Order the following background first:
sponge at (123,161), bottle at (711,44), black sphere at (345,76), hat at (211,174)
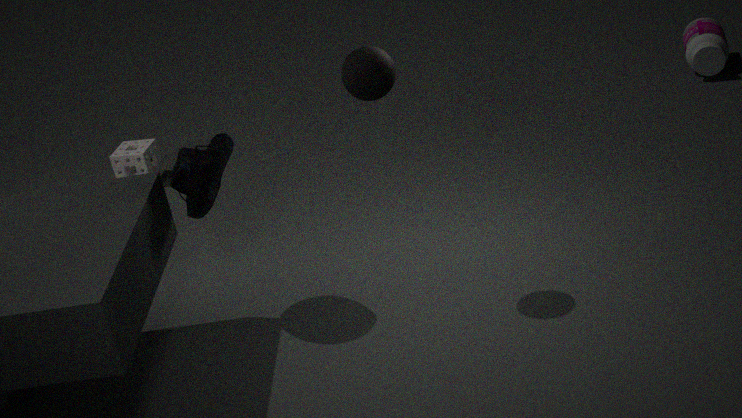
1. sponge at (123,161)
2. bottle at (711,44)
3. hat at (211,174)
4. black sphere at (345,76)
